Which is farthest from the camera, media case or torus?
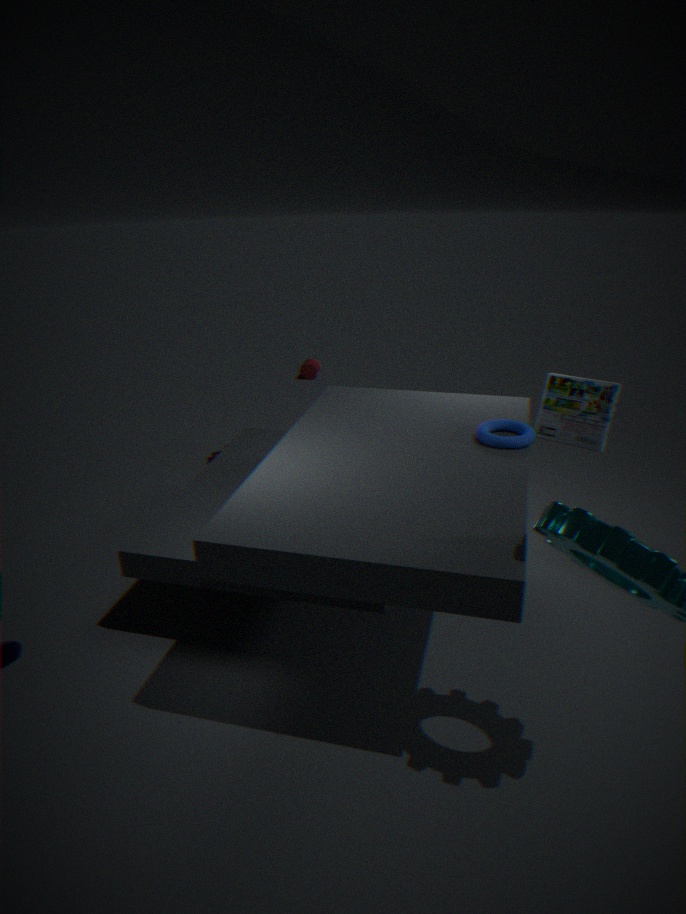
media case
